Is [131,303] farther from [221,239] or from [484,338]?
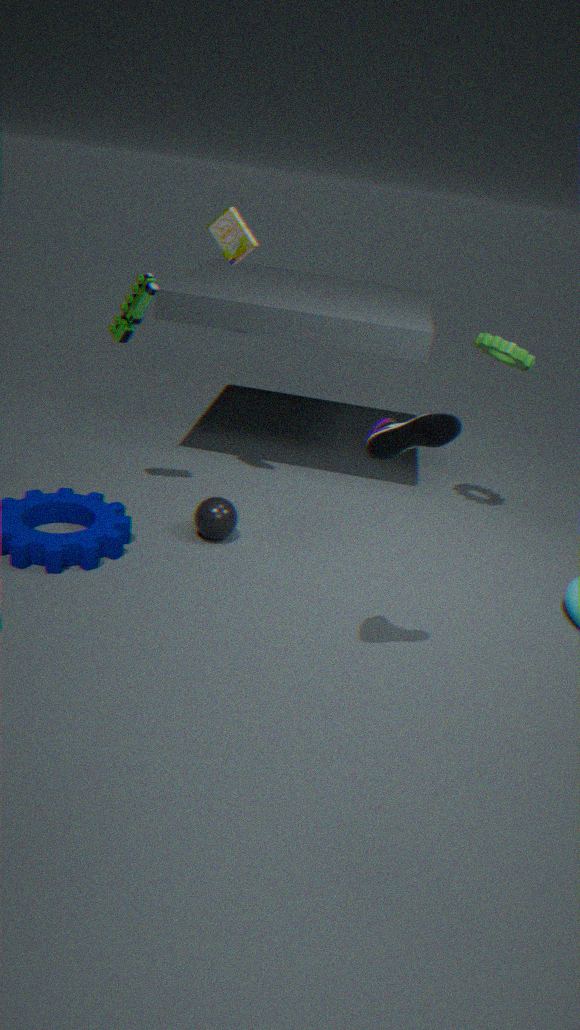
[484,338]
